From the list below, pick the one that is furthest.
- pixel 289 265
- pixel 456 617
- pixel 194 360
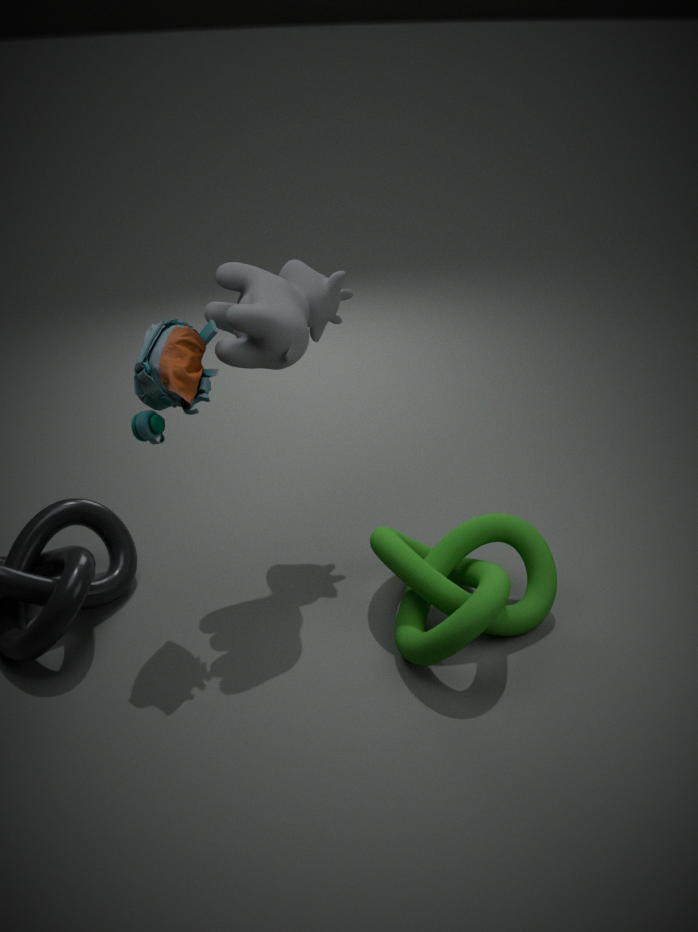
pixel 289 265
